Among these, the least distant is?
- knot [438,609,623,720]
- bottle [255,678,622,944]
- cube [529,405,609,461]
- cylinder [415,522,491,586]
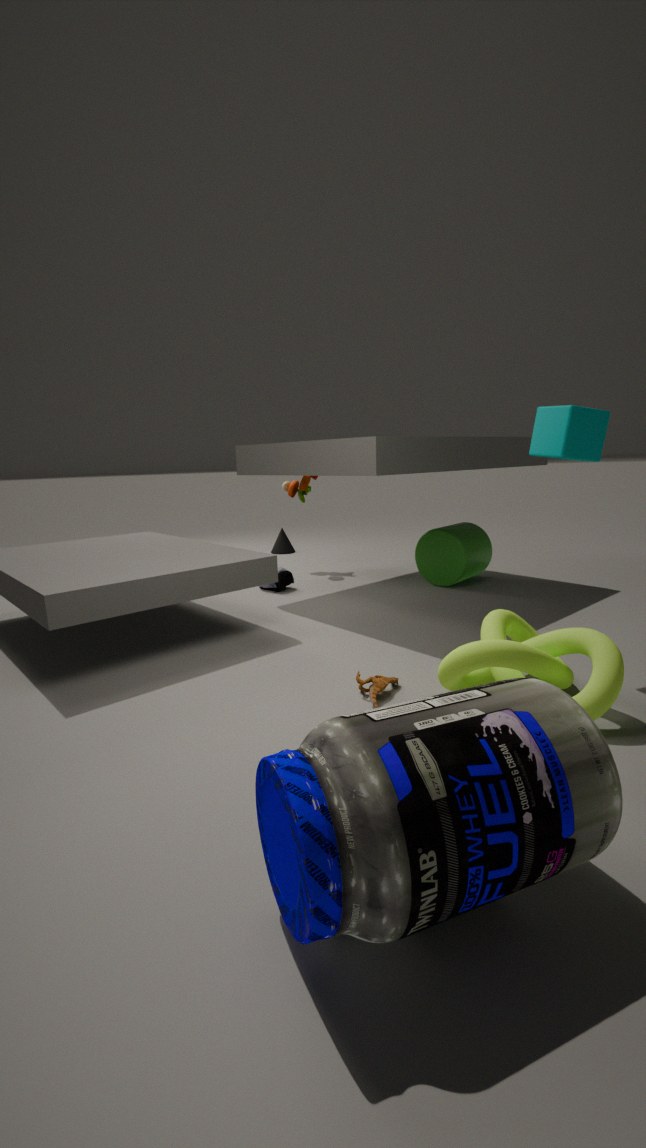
bottle [255,678,622,944]
